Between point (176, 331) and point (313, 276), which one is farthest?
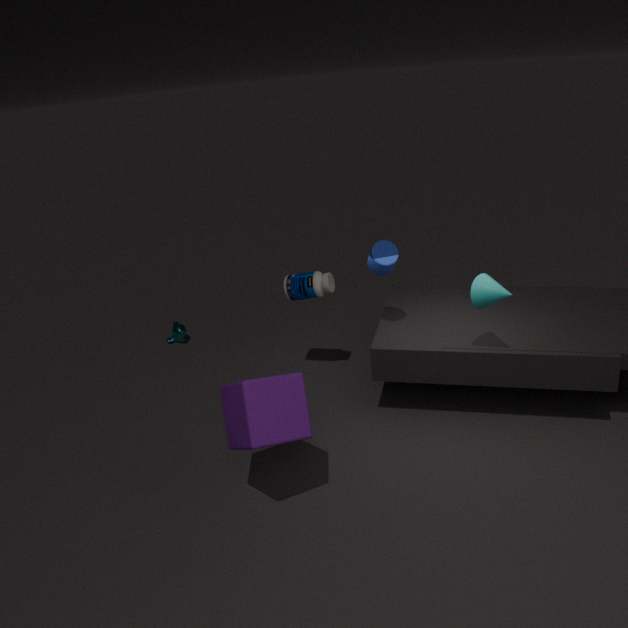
point (176, 331)
